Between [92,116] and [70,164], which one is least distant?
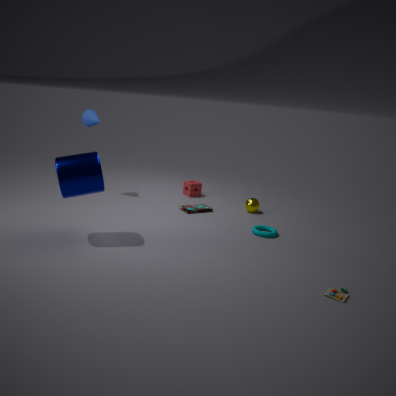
[70,164]
